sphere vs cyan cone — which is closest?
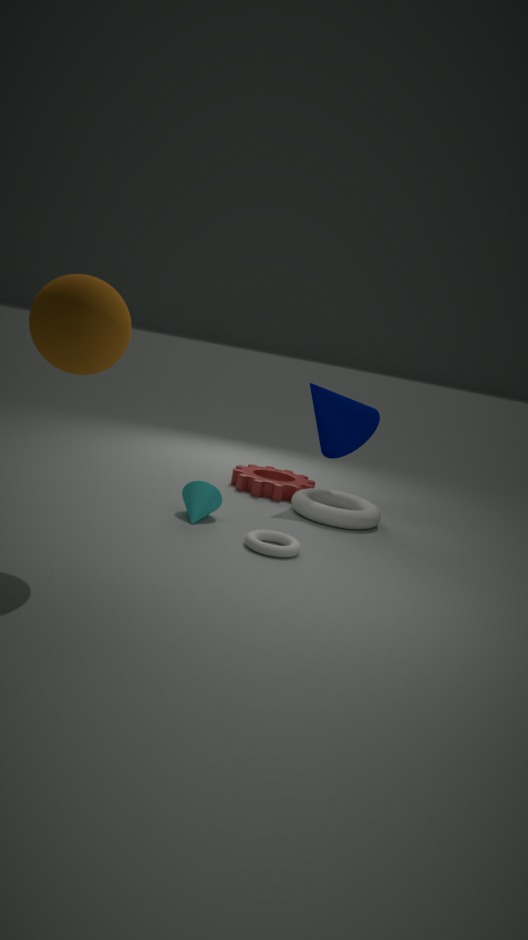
sphere
